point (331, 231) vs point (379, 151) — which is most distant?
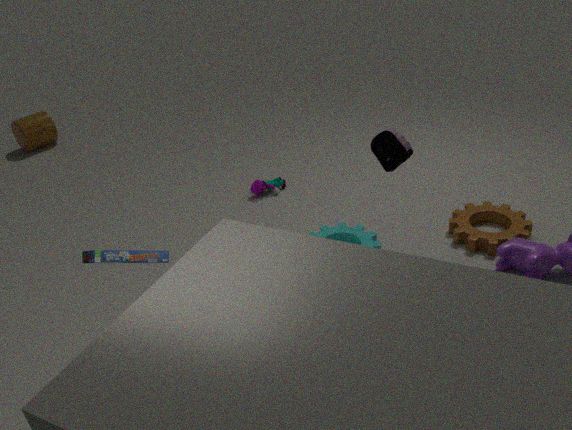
point (331, 231)
